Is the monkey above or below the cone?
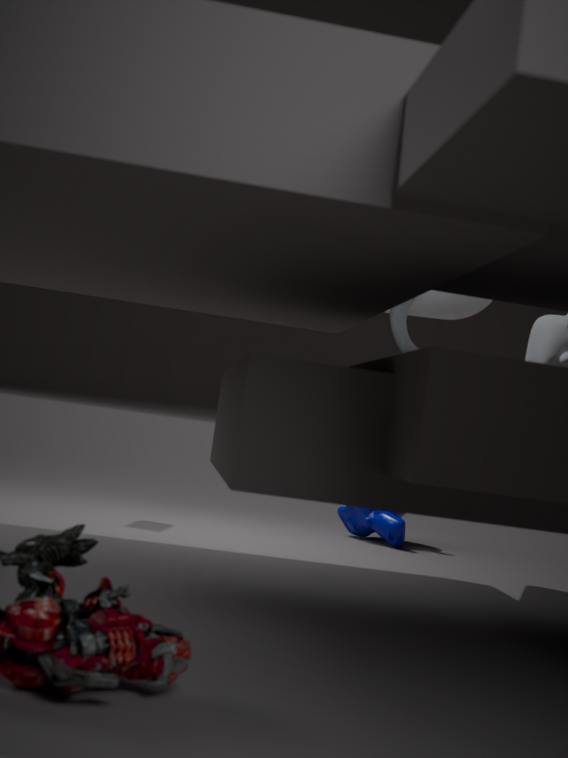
below
